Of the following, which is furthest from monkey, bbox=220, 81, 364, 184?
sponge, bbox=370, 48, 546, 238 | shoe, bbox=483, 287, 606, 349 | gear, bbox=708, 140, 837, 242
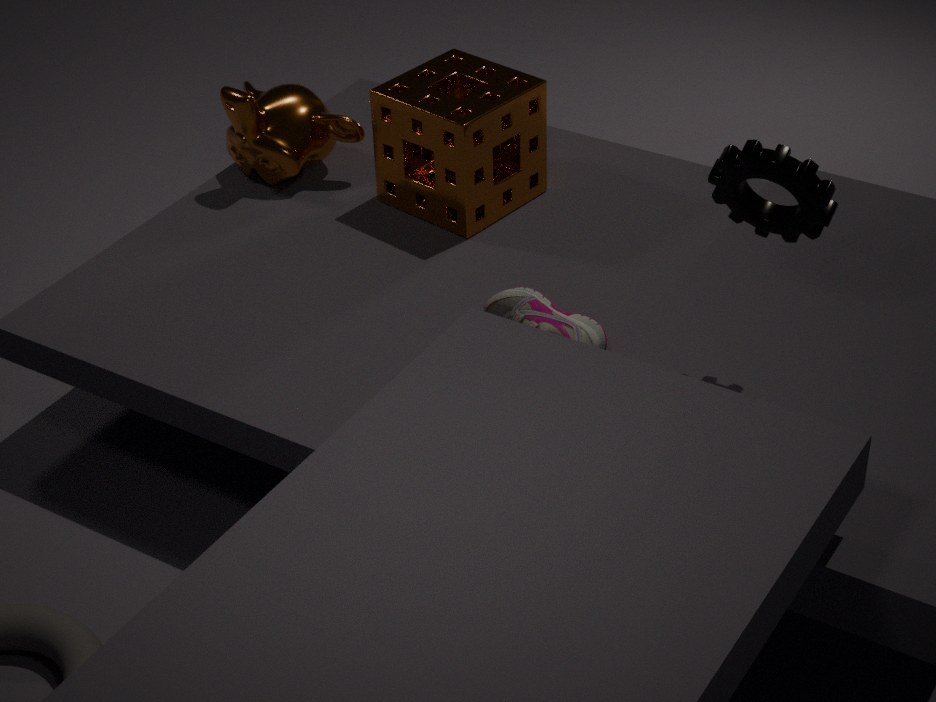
gear, bbox=708, 140, 837, 242
